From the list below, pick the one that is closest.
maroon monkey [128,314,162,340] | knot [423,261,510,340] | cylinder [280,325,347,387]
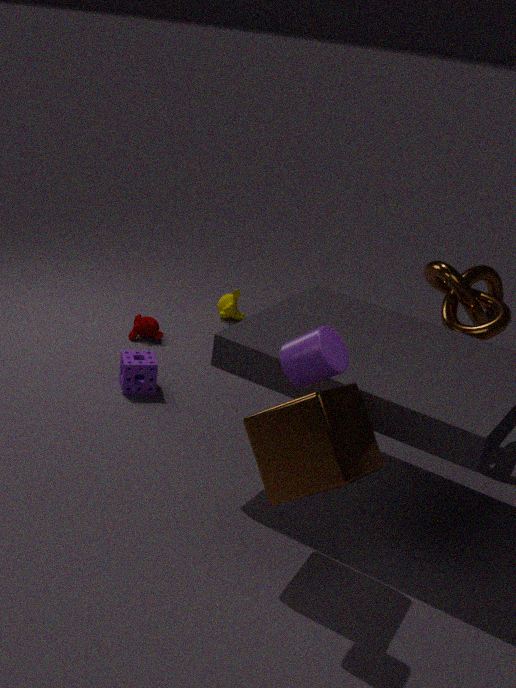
cylinder [280,325,347,387]
